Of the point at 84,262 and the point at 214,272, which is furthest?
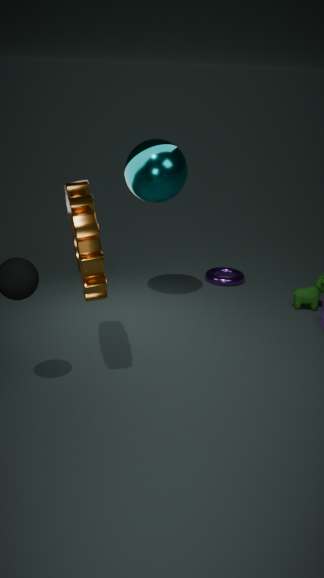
the point at 214,272
